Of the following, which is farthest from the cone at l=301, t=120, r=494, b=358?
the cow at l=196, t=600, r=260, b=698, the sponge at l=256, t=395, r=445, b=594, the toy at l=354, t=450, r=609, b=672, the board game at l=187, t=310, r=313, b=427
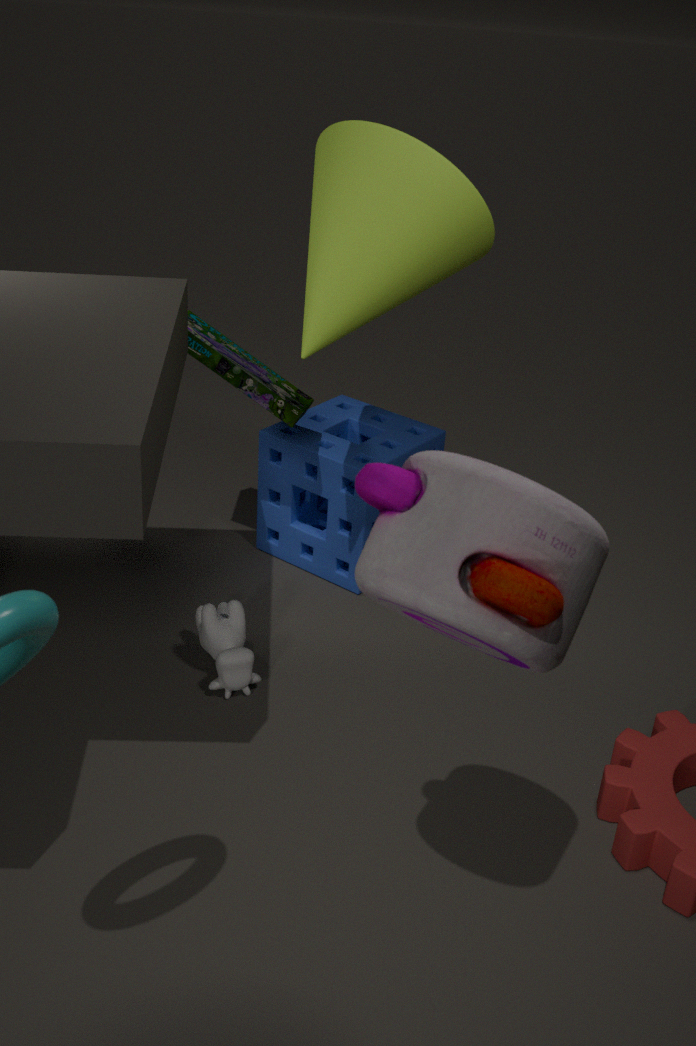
the toy at l=354, t=450, r=609, b=672
